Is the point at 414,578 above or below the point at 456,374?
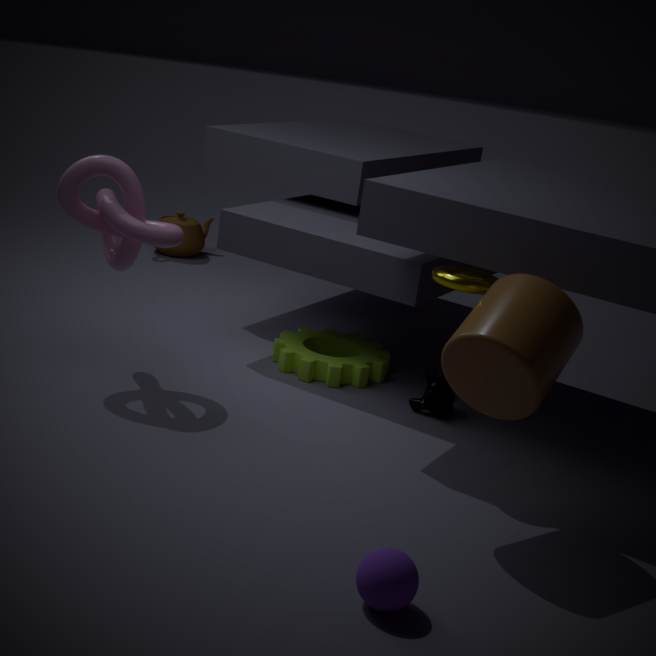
below
